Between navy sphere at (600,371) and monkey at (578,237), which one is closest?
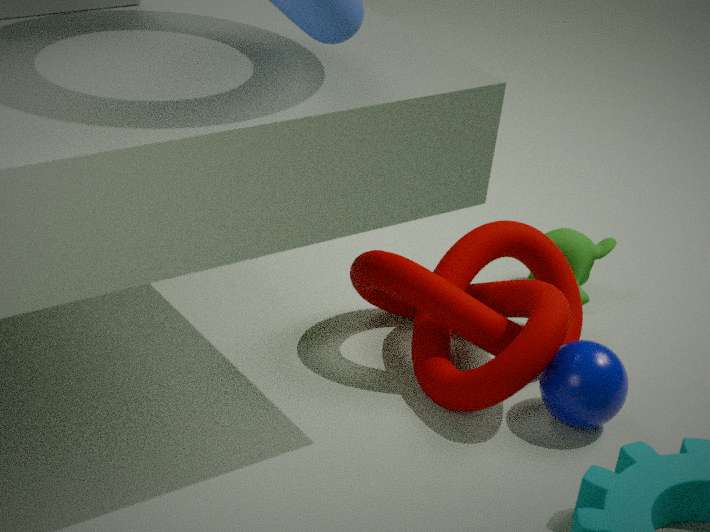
navy sphere at (600,371)
